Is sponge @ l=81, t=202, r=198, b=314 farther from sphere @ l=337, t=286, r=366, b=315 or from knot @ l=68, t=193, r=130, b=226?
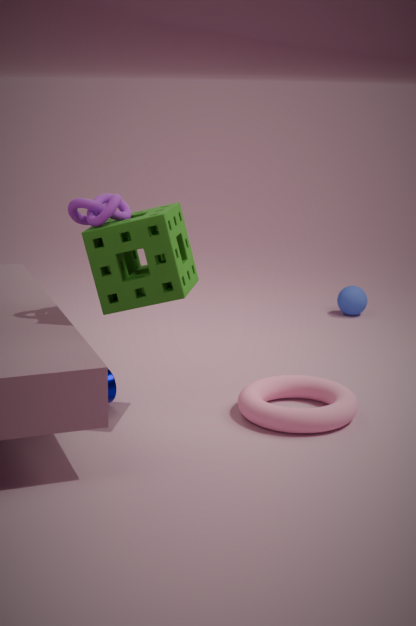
sphere @ l=337, t=286, r=366, b=315
